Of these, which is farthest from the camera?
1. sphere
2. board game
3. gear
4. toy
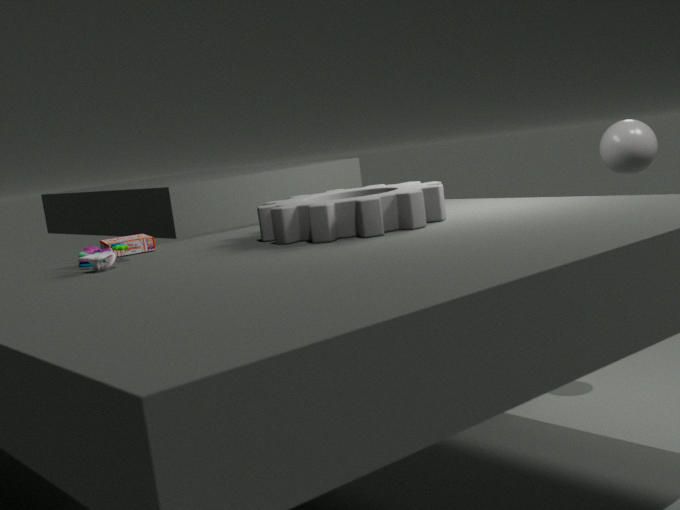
sphere
